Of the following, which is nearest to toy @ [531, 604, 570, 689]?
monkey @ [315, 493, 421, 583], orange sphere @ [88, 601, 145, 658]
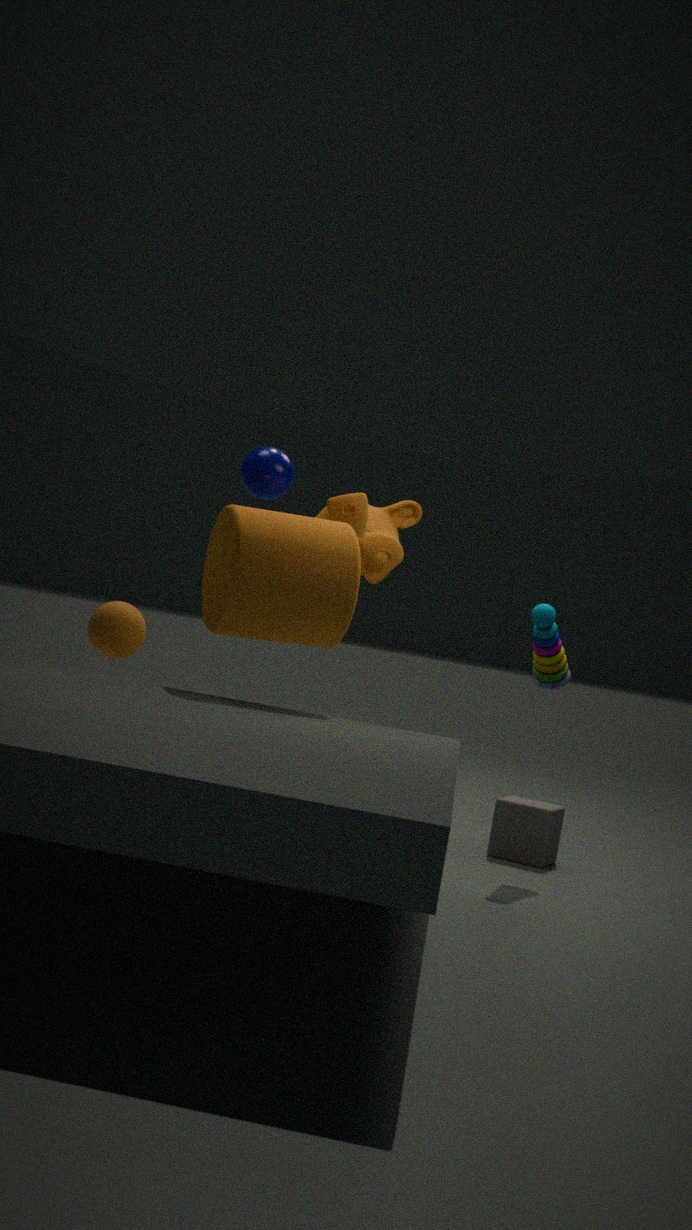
monkey @ [315, 493, 421, 583]
